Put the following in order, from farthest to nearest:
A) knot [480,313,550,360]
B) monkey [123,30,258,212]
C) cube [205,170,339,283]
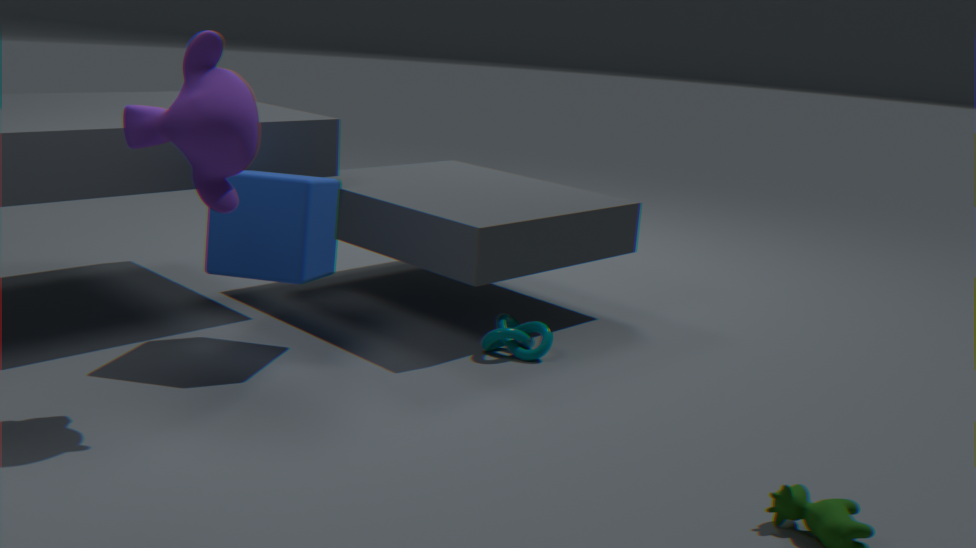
knot [480,313,550,360]
cube [205,170,339,283]
monkey [123,30,258,212]
